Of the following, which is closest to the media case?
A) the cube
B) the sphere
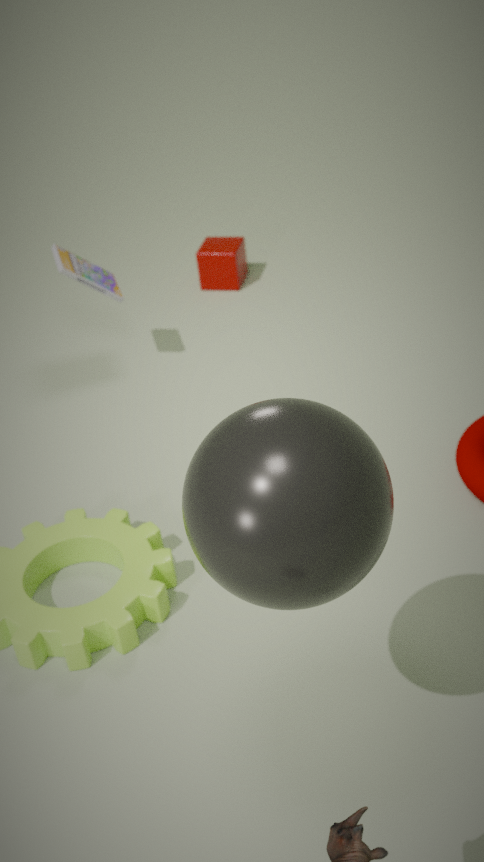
the cube
